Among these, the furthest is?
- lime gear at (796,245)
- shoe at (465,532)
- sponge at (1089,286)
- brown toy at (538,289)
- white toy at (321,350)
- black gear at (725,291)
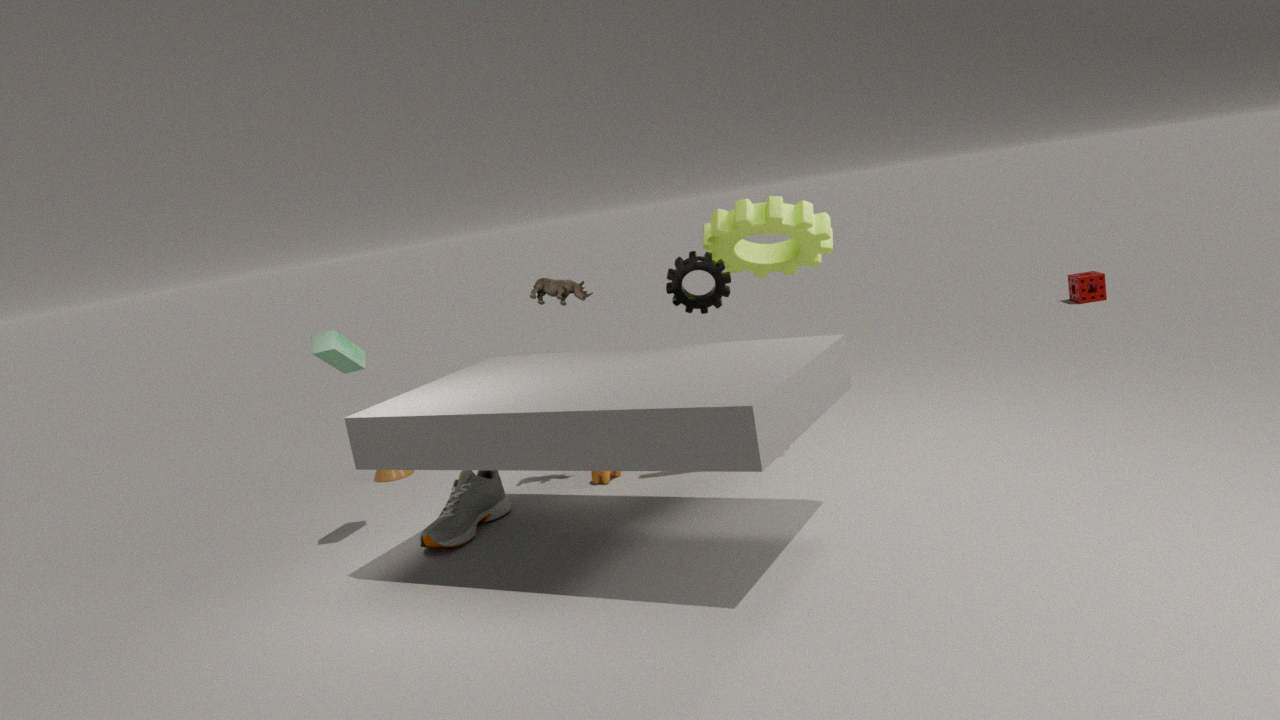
sponge at (1089,286)
